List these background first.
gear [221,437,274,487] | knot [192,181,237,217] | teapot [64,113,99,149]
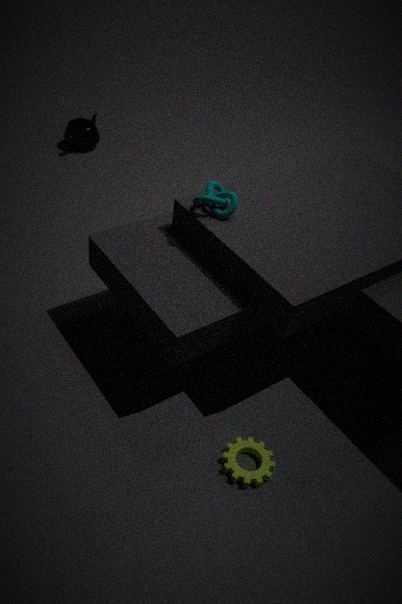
teapot [64,113,99,149] → knot [192,181,237,217] → gear [221,437,274,487]
